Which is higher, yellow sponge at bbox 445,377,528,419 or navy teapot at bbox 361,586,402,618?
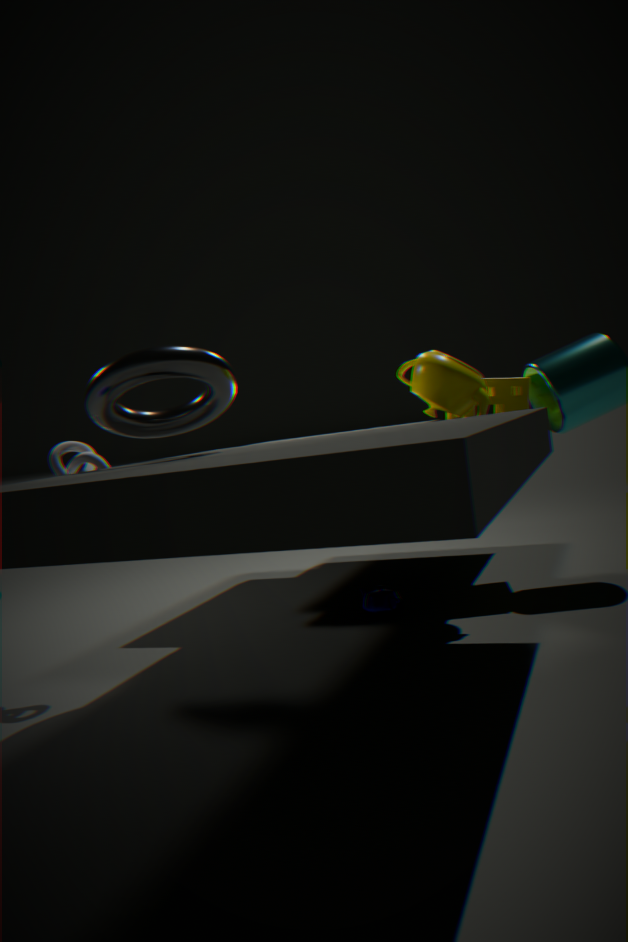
yellow sponge at bbox 445,377,528,419
